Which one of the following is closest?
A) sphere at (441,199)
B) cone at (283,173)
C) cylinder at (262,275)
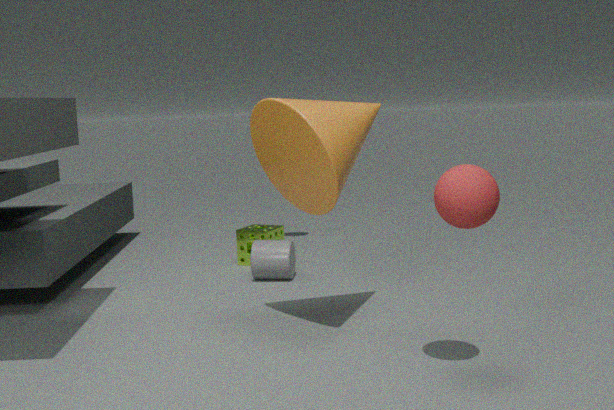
sphere at (441,199)
